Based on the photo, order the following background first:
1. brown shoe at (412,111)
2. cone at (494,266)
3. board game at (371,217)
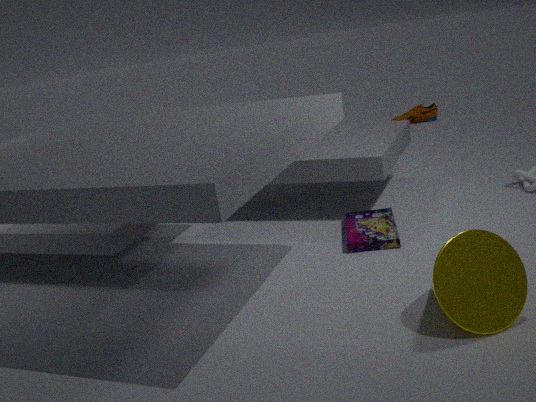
brown shoe at (412,111) < board game at (371,217) < cone at (494,266)
